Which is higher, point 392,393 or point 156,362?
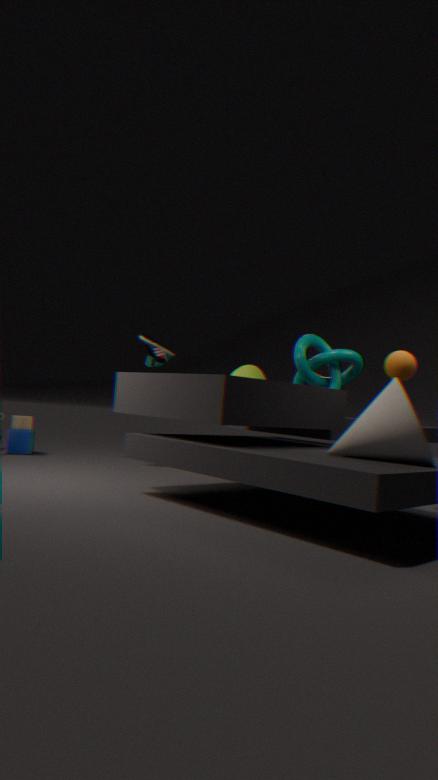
point 156,362
